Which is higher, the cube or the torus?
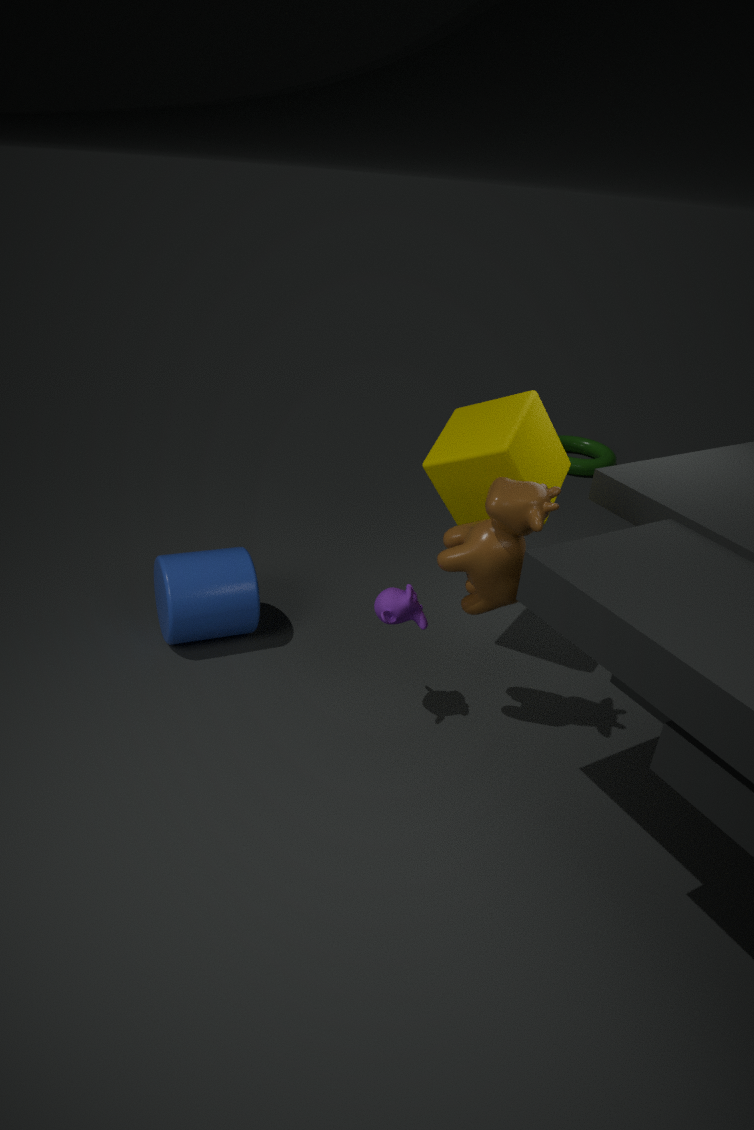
the cube
